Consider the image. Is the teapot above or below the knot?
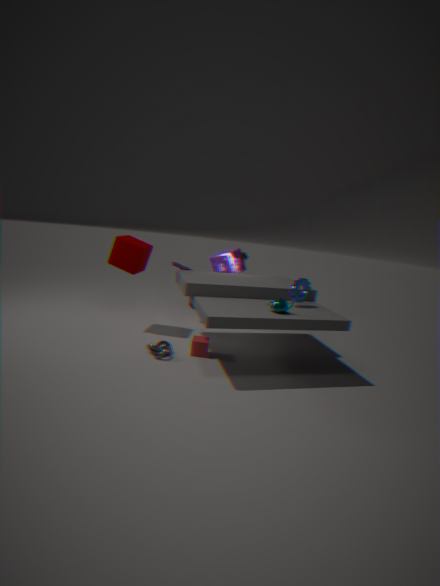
above
